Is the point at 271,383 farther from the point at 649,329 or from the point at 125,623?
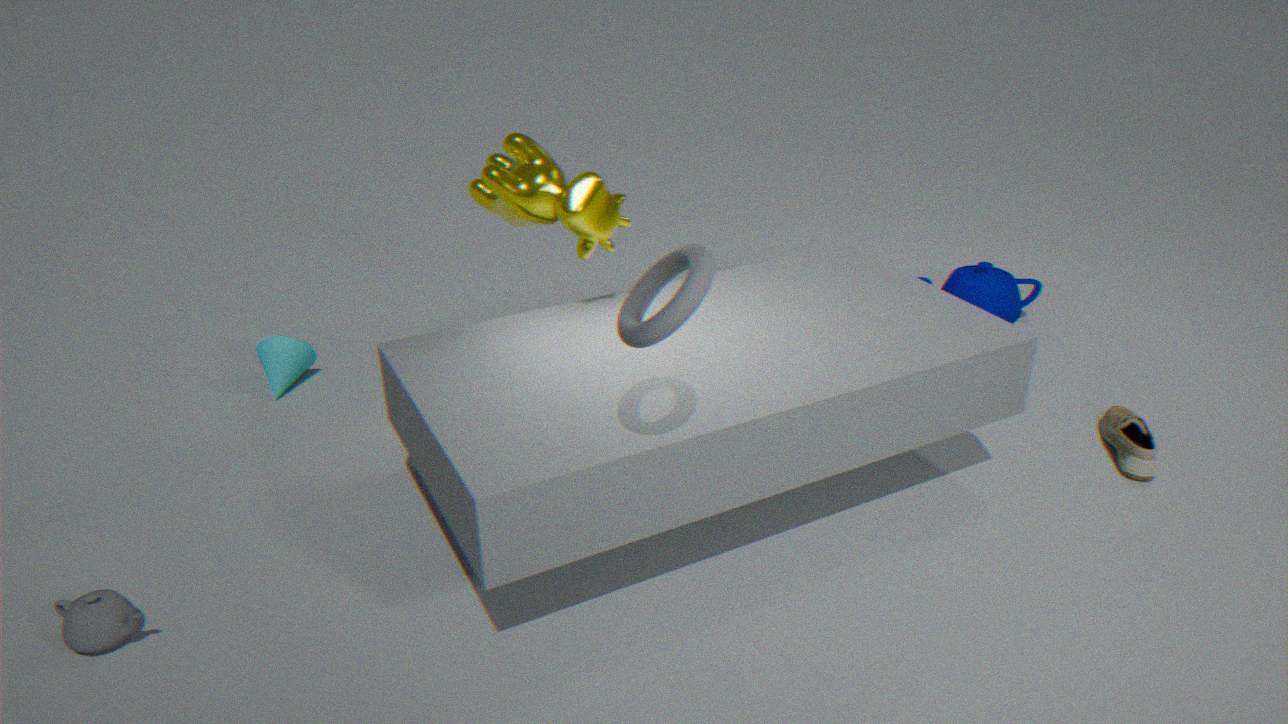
the point at 649,329
